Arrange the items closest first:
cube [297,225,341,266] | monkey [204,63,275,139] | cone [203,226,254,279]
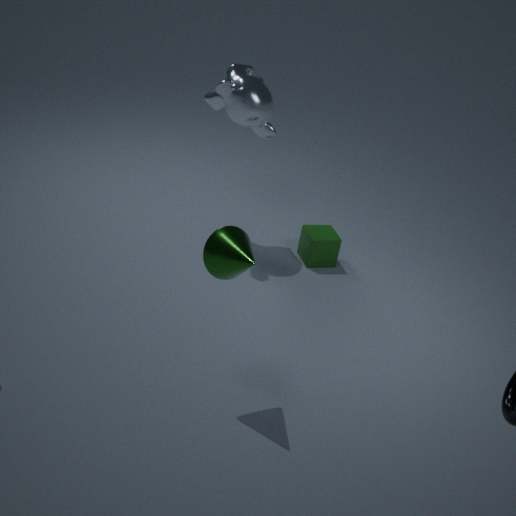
cone [203,226,254,279] → monkey [204,63,275,139] → cube [297,225,341,266]
